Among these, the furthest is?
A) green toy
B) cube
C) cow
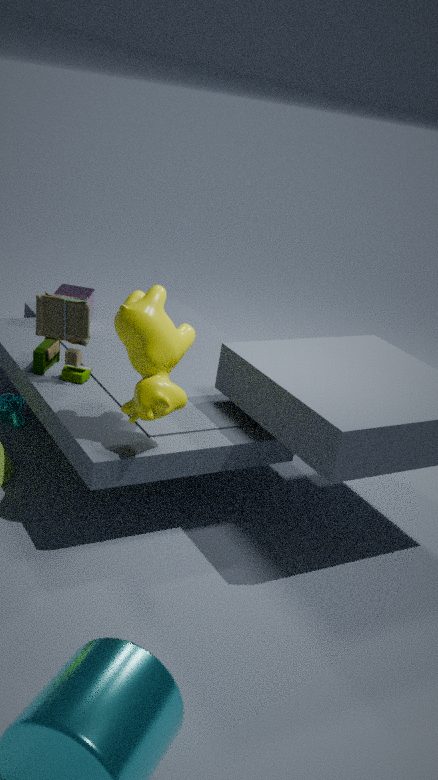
cube
